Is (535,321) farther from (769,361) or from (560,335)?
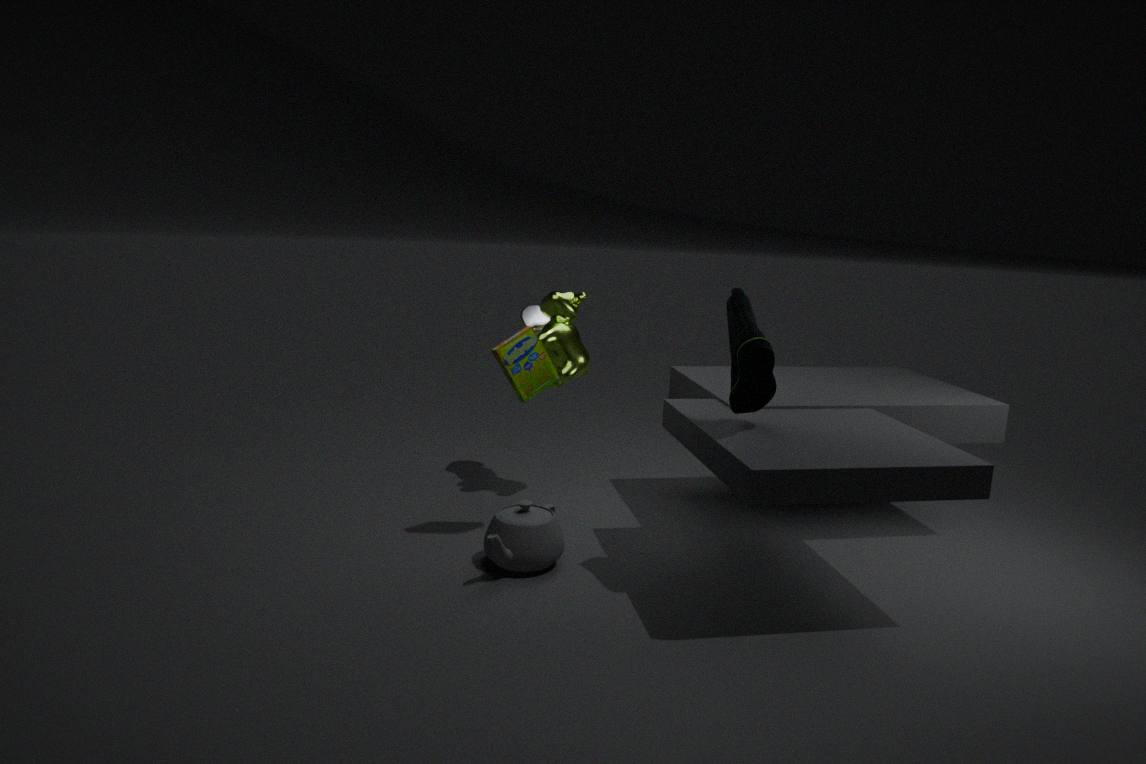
(769,361)
